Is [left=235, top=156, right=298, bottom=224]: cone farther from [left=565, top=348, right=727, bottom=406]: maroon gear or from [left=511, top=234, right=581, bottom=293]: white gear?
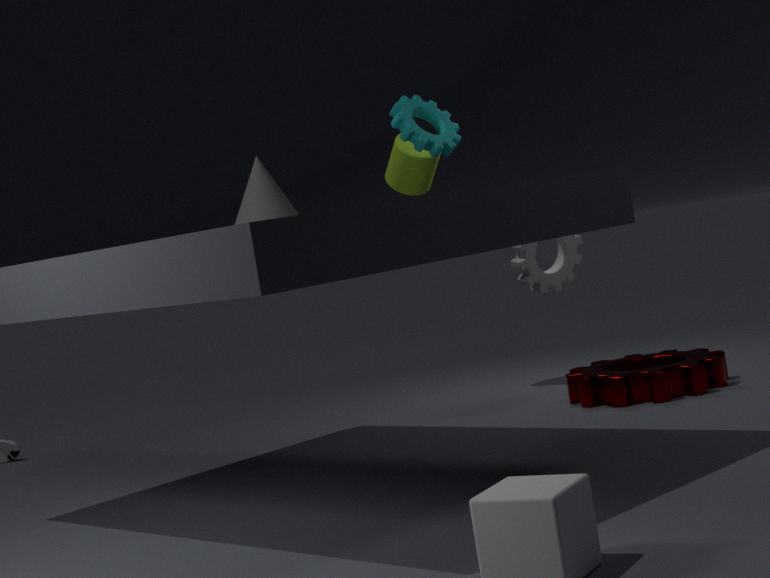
[left=565, top=348, right=727, bottom=406]: maroon gear
